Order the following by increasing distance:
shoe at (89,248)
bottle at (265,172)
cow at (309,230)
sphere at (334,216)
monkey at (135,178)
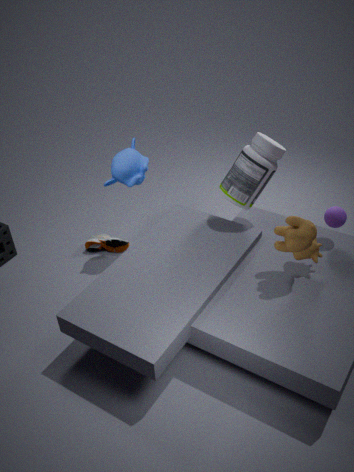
cow at (309,230) < sphere at (334,216) < bottle at (265,172) < monkey at (135,178) < shoe at (89,248)
